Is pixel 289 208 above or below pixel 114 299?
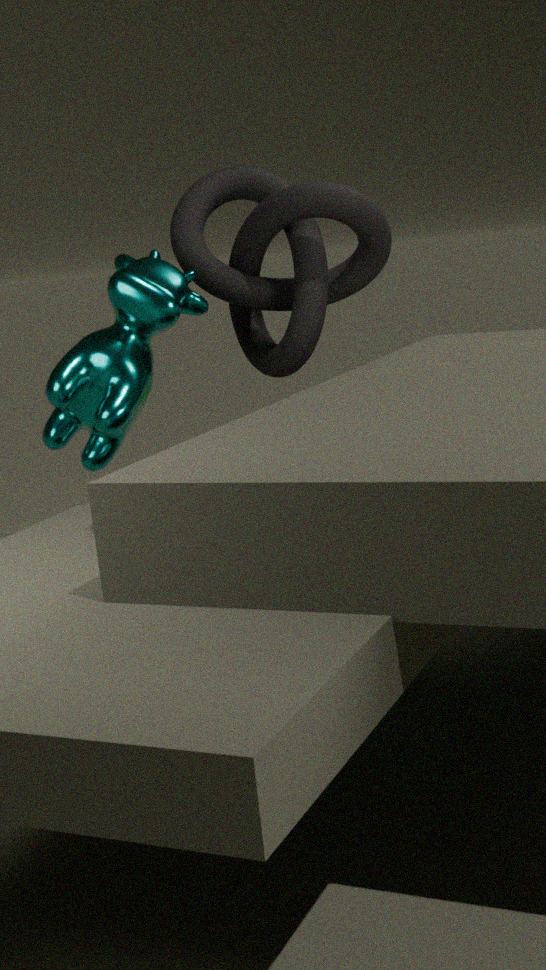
above
